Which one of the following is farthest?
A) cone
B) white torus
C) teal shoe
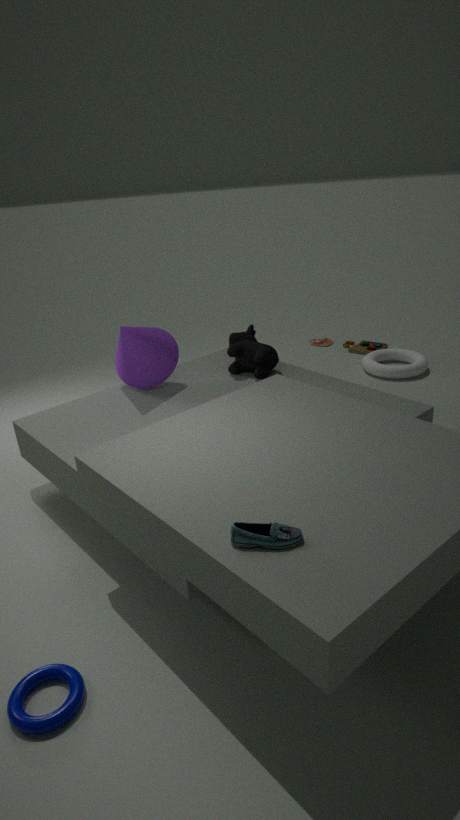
white torus
